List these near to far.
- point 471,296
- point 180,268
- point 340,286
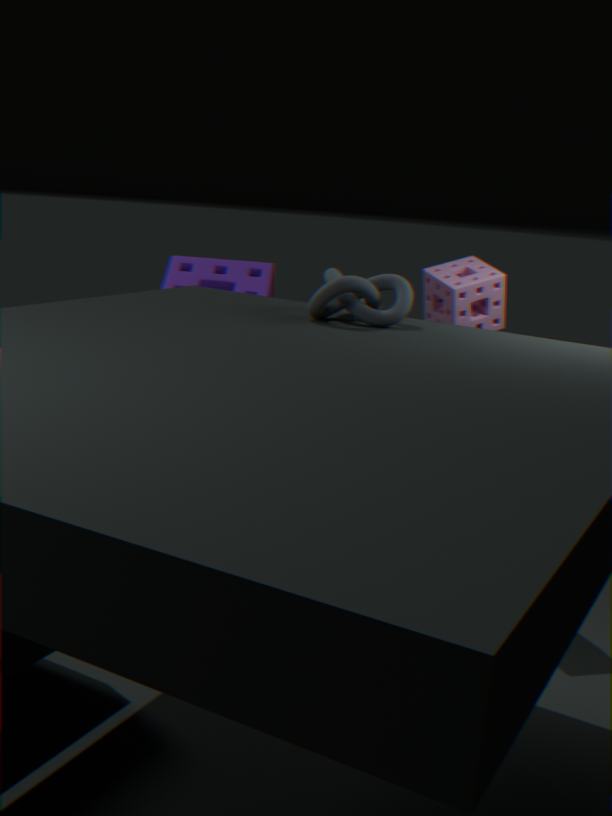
1. point 340,286
2. point 471,296
3. point 180,268
